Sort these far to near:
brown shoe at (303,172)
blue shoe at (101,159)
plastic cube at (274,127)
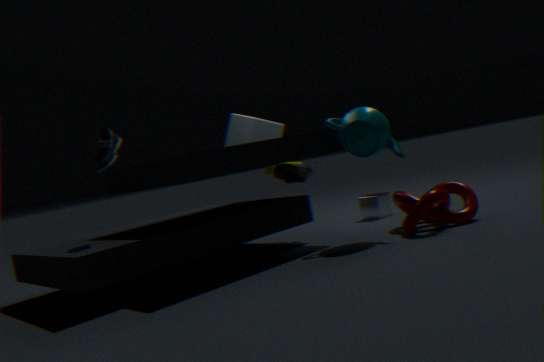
plastic cube at (274,127) < brown shoe at (303,172) < blue shoe at (101,159)
